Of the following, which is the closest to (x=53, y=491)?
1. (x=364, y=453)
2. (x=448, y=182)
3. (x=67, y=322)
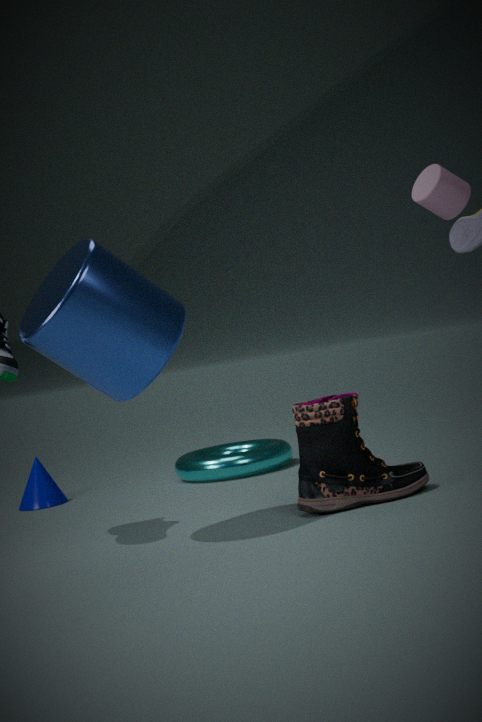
(x=67, y=322)
